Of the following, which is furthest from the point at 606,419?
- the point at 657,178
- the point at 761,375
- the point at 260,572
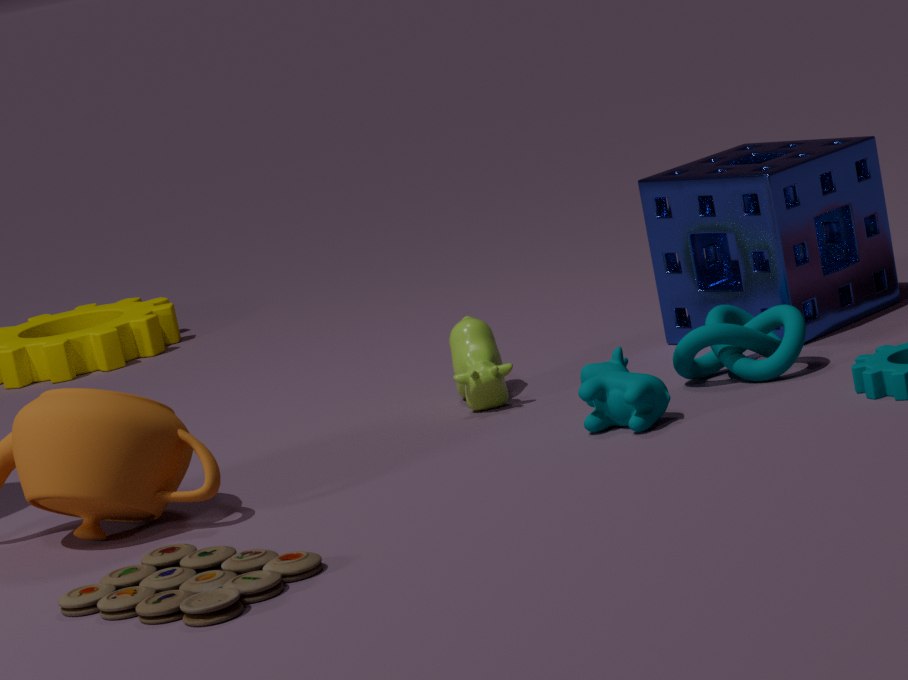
the point at 260,572
